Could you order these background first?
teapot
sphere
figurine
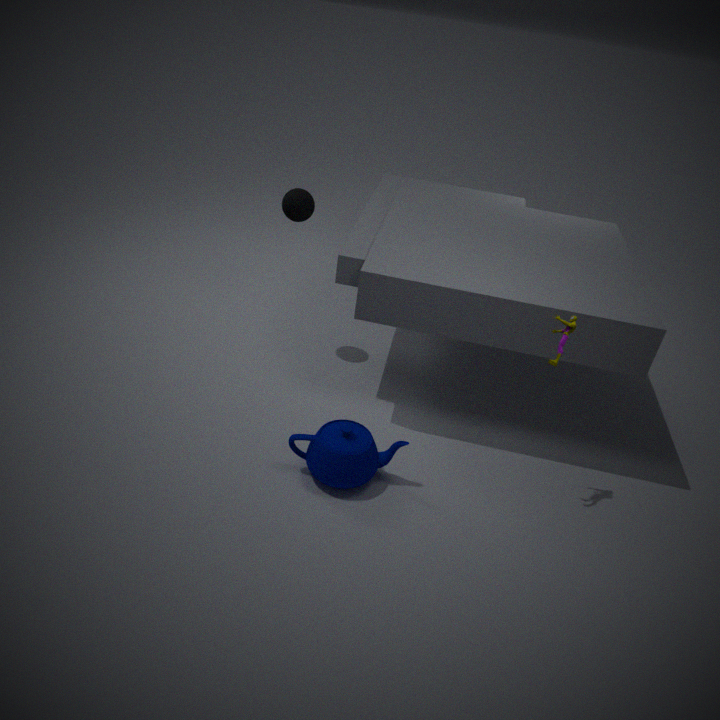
1. sphere
2. teapot
3. figurine
